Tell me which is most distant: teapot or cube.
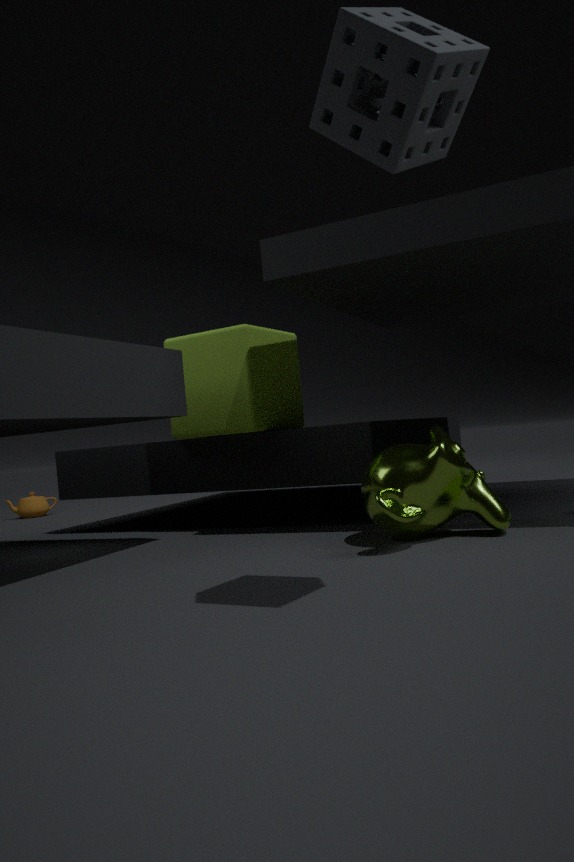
teapot
